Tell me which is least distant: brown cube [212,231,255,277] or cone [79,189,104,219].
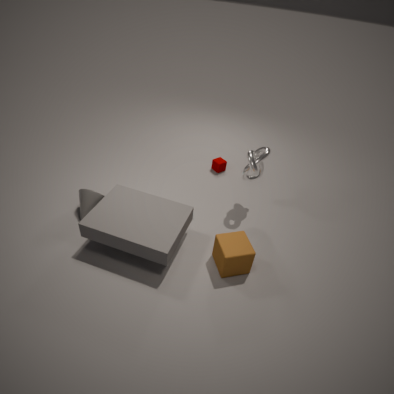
brown cube [212,231,255,277]
